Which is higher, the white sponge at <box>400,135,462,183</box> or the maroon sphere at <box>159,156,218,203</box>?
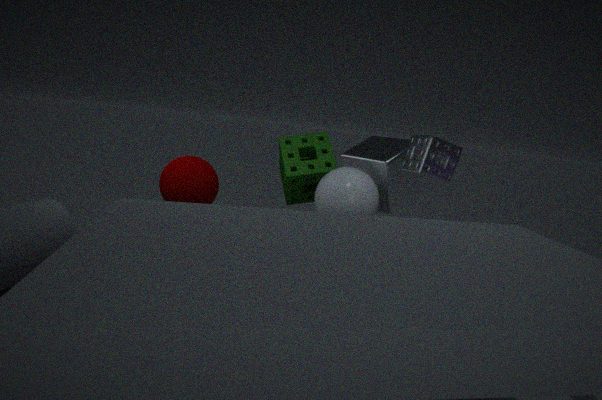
the white sponge at <box>400,135,462,183</box>
